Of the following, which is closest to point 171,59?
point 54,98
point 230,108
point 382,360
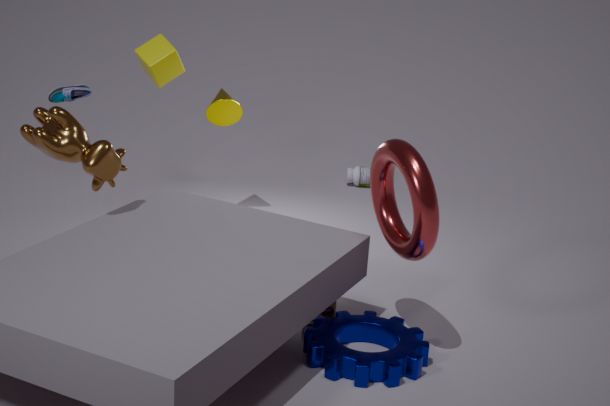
point 230,108
